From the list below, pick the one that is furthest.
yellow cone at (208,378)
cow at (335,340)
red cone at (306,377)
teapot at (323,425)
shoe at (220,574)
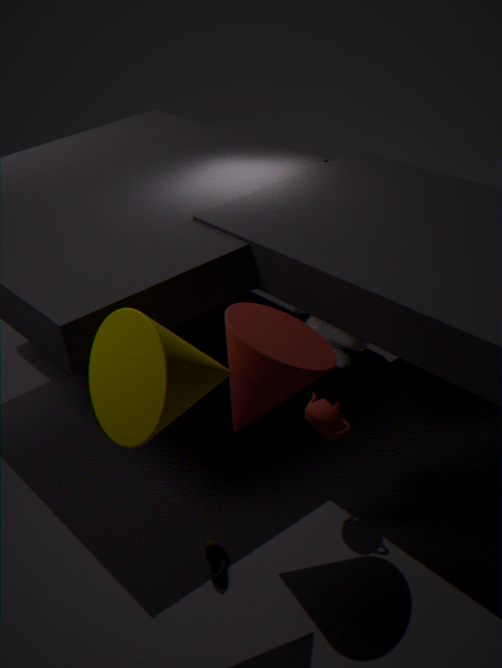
cow at (335,340)
